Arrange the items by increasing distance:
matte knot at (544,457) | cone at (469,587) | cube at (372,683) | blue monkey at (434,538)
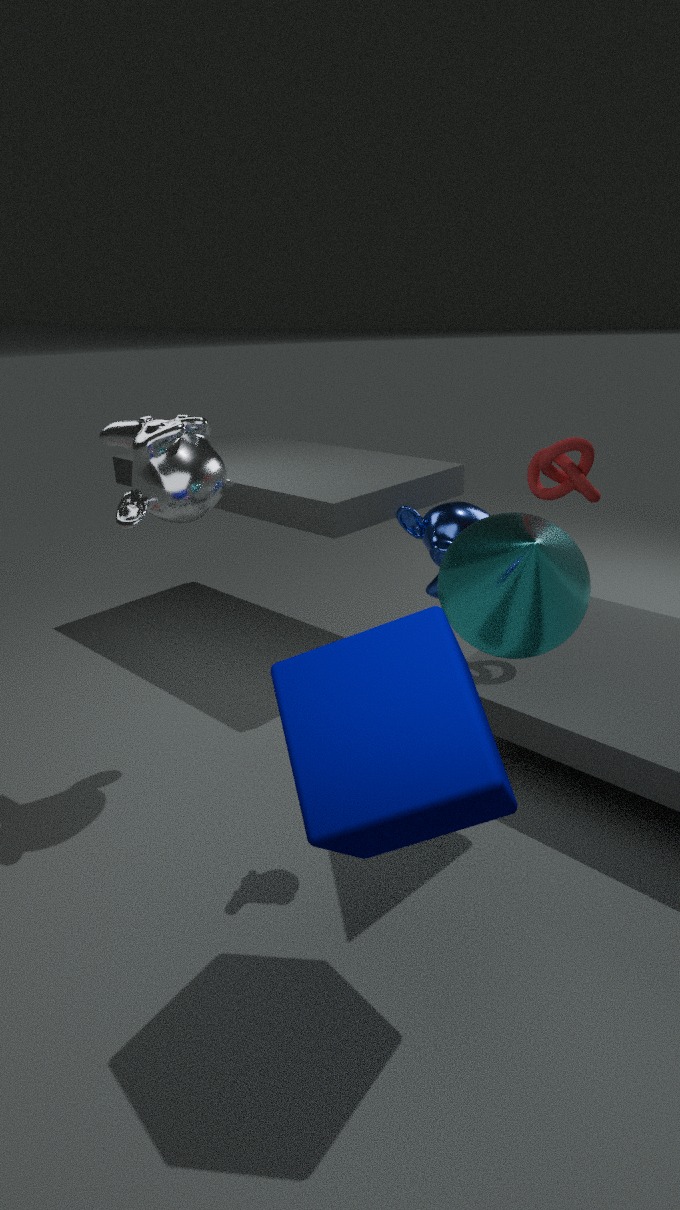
1. cube at (372,683)
2. cone at (469,587)
3. matte knot at (544,457)
4. blue monkey at (434,538)
